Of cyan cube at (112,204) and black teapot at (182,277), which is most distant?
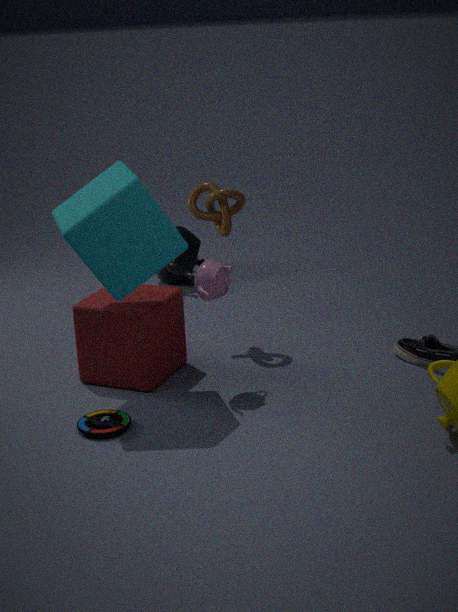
black teapot at (182,277)
